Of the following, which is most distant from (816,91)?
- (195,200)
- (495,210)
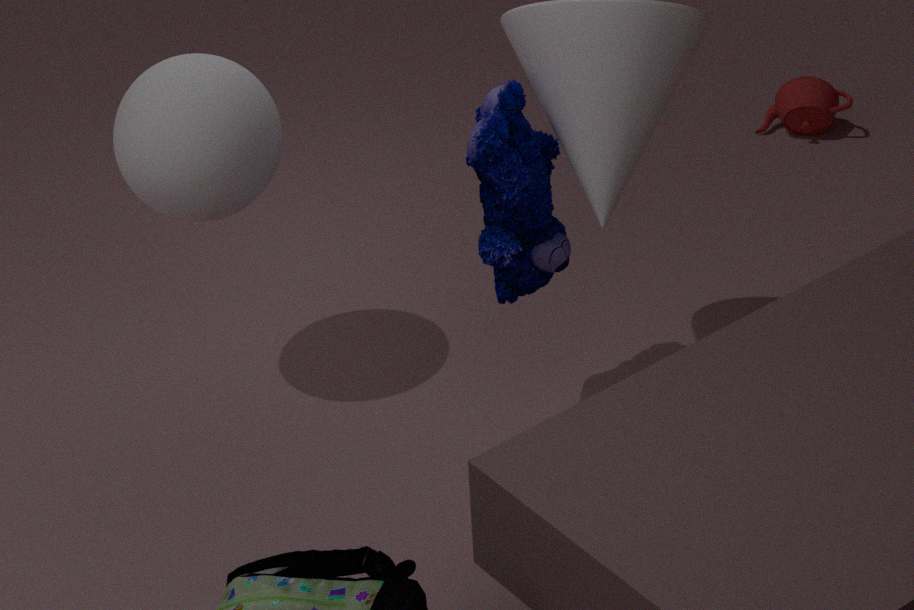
(195,200)
